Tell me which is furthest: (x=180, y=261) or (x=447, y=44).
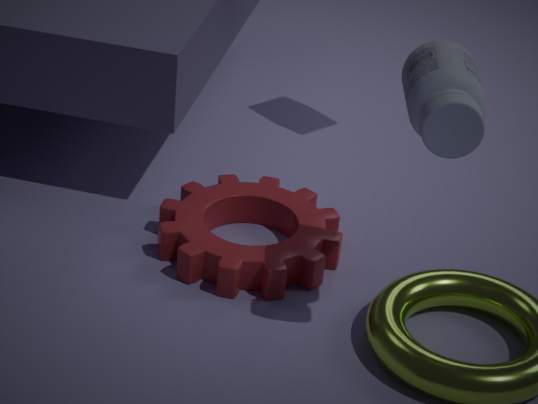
(x=180, y=261)
